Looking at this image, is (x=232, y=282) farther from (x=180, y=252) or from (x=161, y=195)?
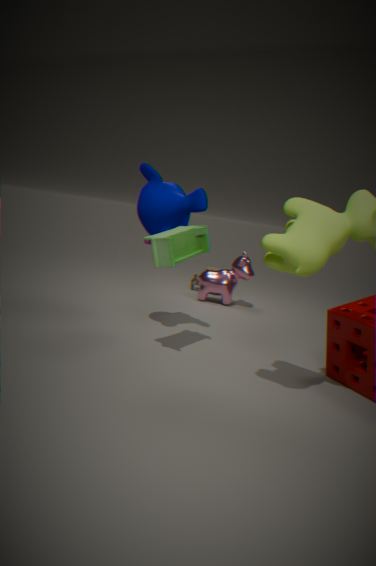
(x=180, y=252)
